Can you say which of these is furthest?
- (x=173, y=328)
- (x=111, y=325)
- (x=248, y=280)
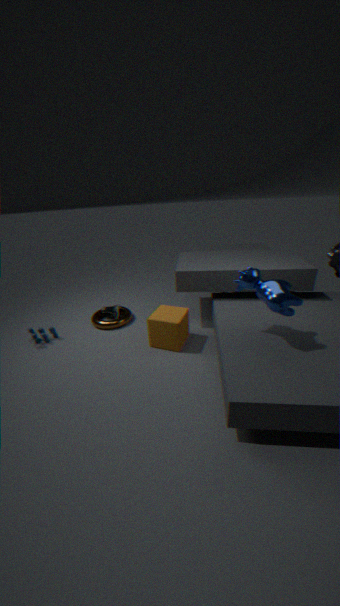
(x=111, y=325)
